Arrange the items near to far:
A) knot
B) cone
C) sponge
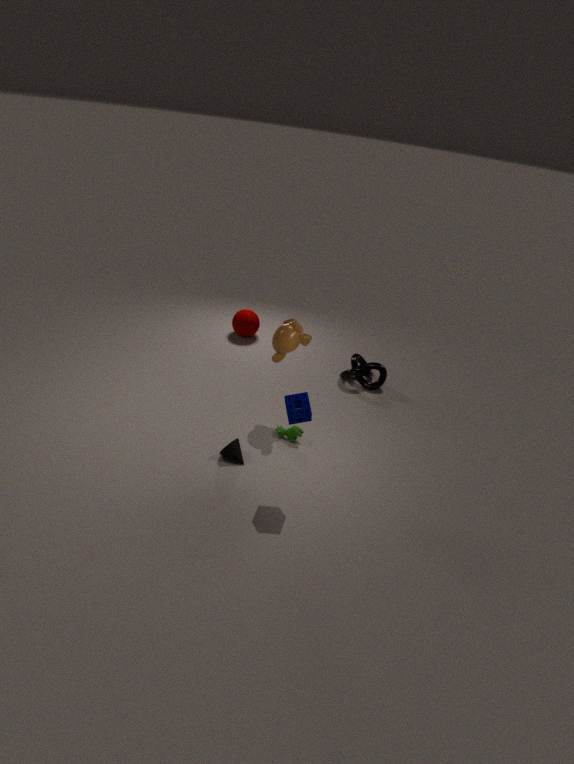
1. sponge
2. cone
3. knot
